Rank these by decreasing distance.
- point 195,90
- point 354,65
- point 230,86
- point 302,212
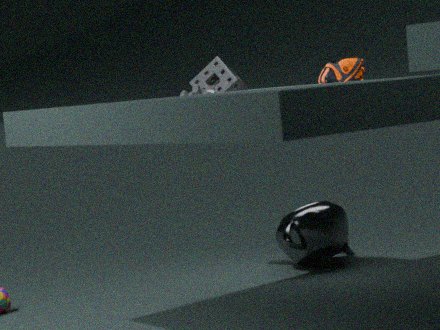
point 230,86 → point 302,212 → point 195,90 → point 354,65
